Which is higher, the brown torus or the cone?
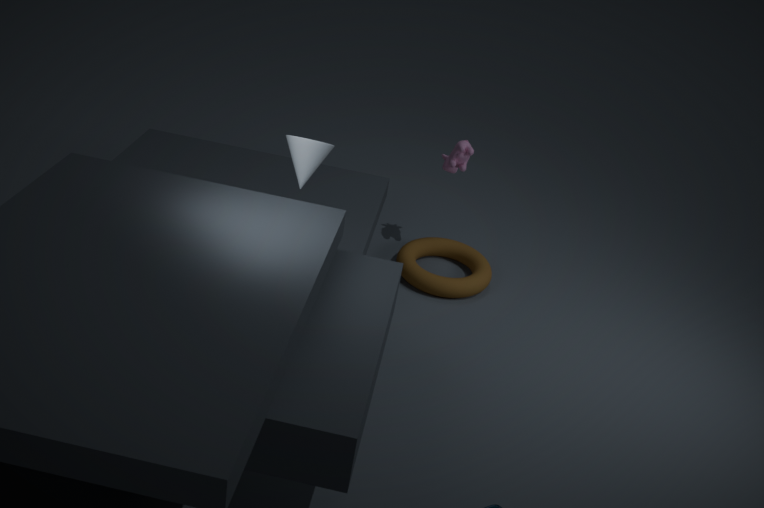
the cone
